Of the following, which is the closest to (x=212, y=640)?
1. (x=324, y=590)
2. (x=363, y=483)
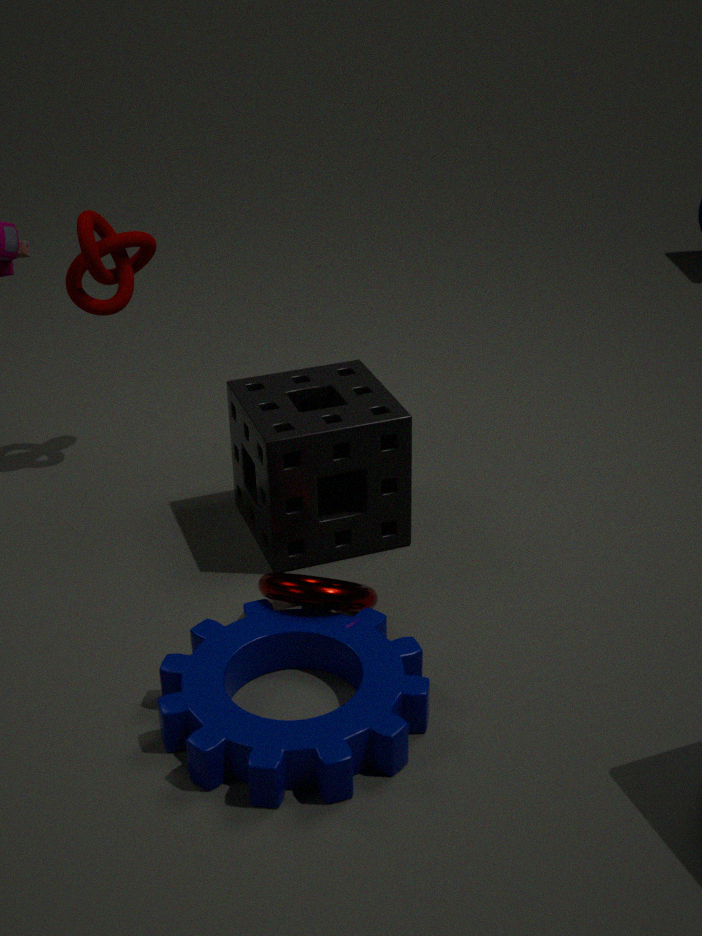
(x=324, y=590)
